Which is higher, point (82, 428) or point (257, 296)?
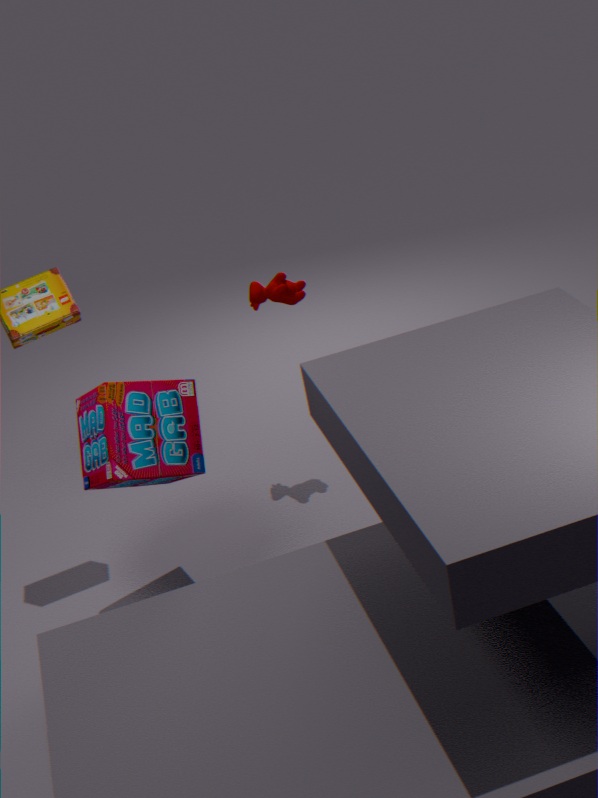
point (257, 296)
